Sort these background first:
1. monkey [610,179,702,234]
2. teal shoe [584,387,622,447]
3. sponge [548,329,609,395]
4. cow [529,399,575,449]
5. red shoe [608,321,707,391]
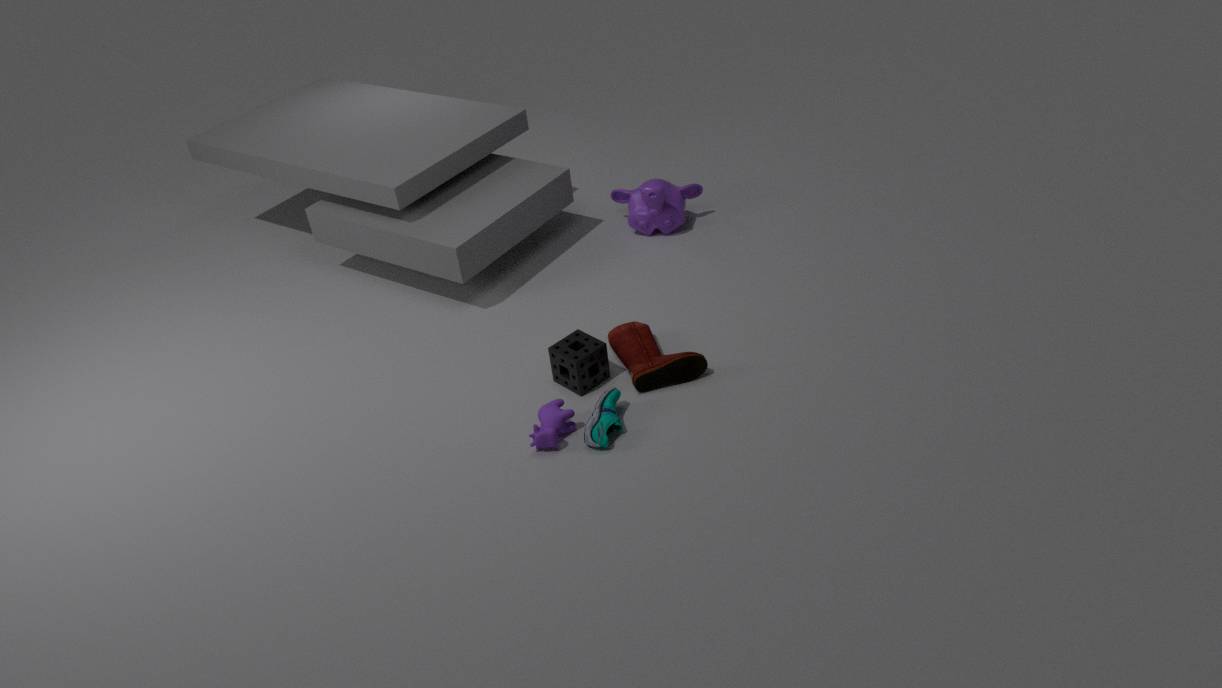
1. monkey [610,179,702,234]
2. sponge [548,329,609,395]
3. red shoe [608,321,707,391]
4. cow [529,399,575,449]
5. teal shoe [584,387,622,447]
